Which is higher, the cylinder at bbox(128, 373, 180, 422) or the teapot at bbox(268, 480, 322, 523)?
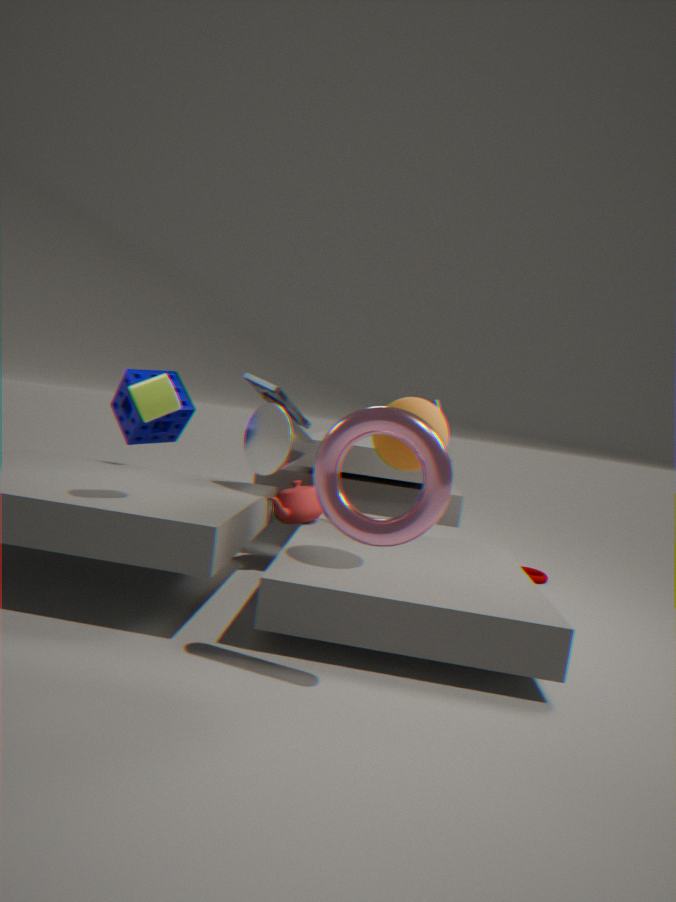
the cylinder at bbox(128, 373, 180, 422)
